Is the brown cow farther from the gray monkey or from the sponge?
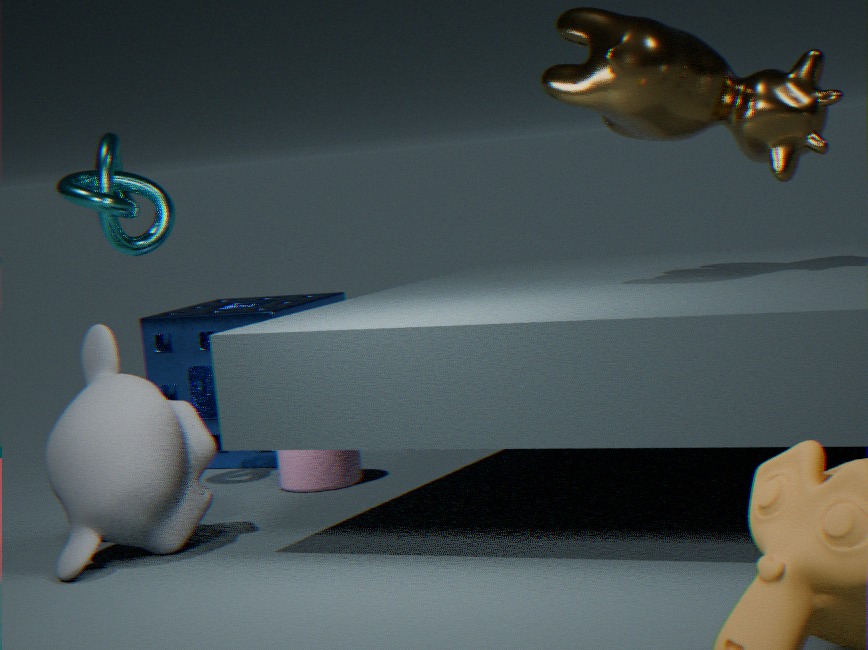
the sponge
